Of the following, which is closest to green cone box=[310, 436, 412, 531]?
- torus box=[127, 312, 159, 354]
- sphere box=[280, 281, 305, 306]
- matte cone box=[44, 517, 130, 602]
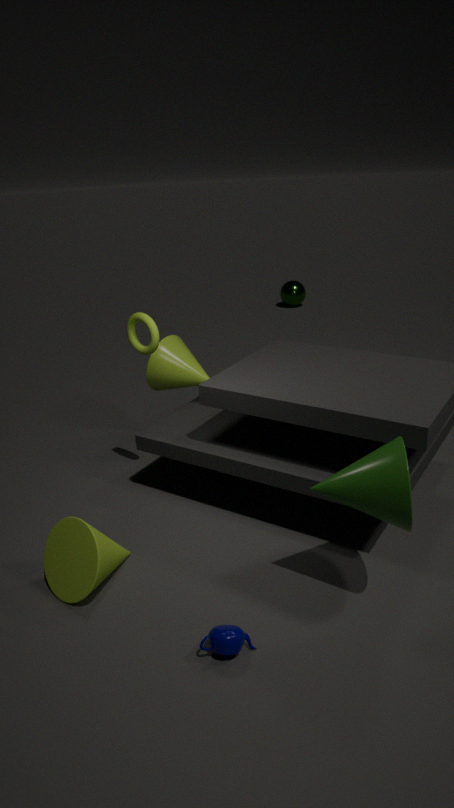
matte cone box=[44, 517, 130, 602]
